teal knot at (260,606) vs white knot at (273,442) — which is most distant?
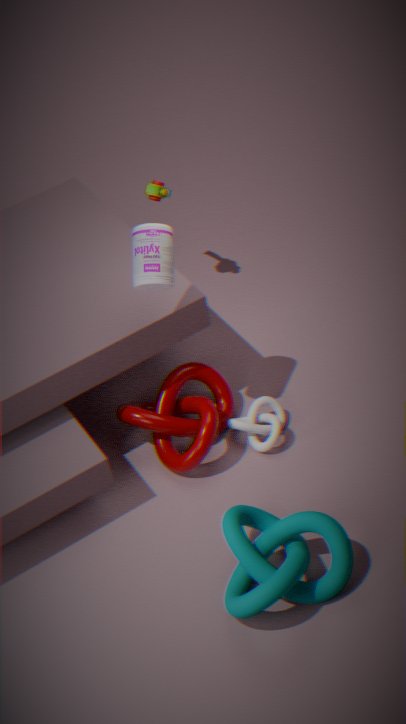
white knot at (273,442)
